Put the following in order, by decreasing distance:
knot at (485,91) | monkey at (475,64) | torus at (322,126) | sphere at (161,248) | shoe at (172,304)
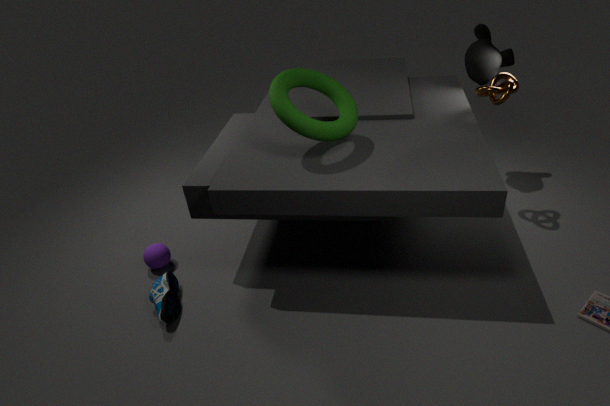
monkey at (475,64) → sphere at (161,248) → knot at (485,91) → shoe at (172,304) → torus at (322,126)
